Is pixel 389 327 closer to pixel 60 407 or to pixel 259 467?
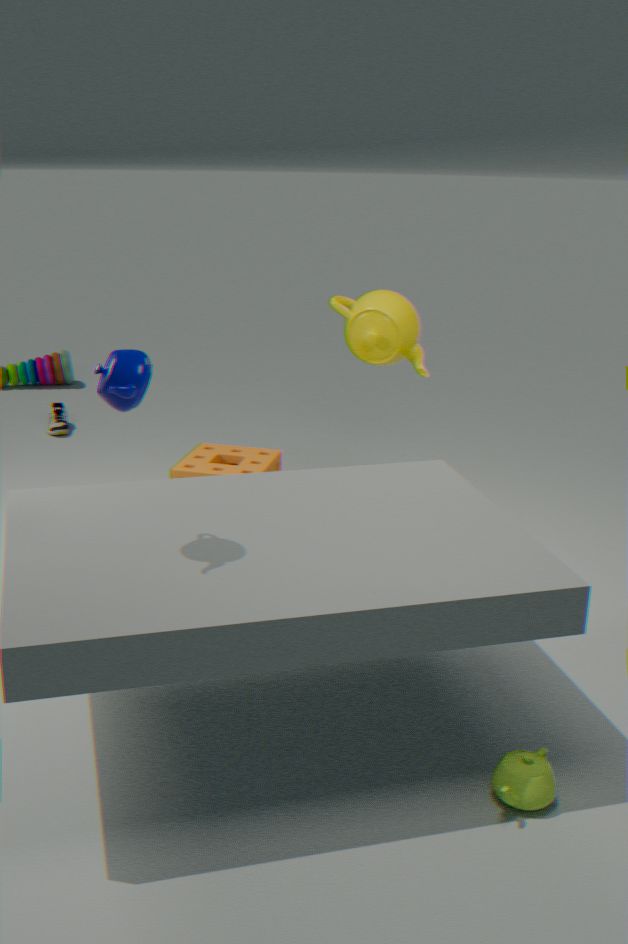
pixel 259 467
